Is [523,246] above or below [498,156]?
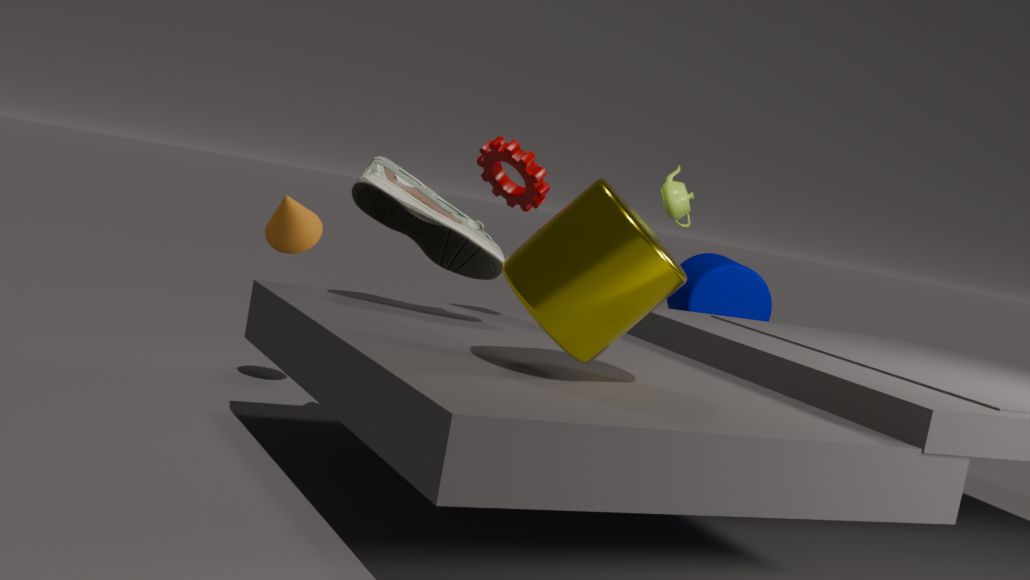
below
